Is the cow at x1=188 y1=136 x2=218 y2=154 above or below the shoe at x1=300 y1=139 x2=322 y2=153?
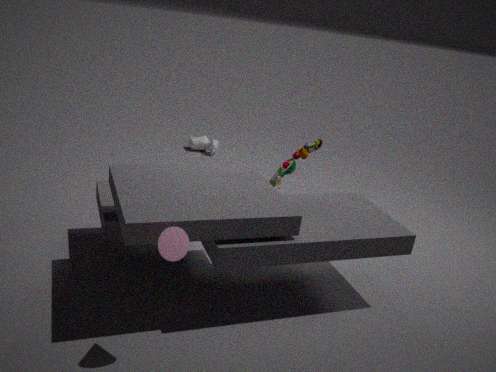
below
